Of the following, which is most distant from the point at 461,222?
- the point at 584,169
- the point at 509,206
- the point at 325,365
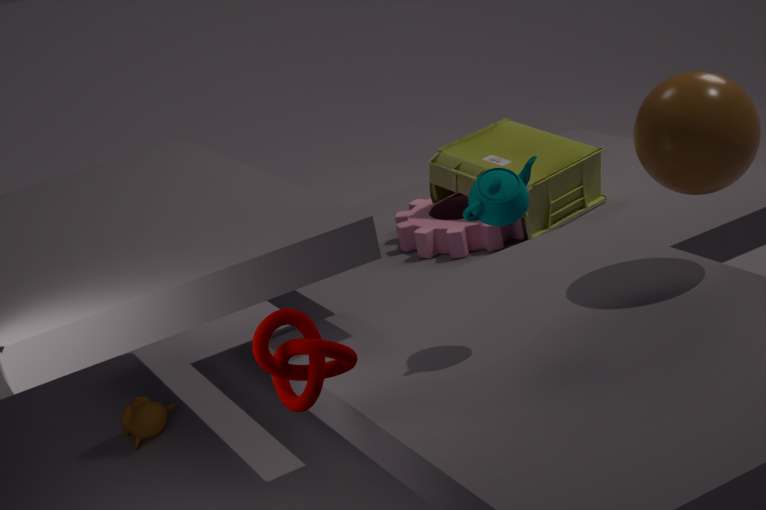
the point at 325,365
